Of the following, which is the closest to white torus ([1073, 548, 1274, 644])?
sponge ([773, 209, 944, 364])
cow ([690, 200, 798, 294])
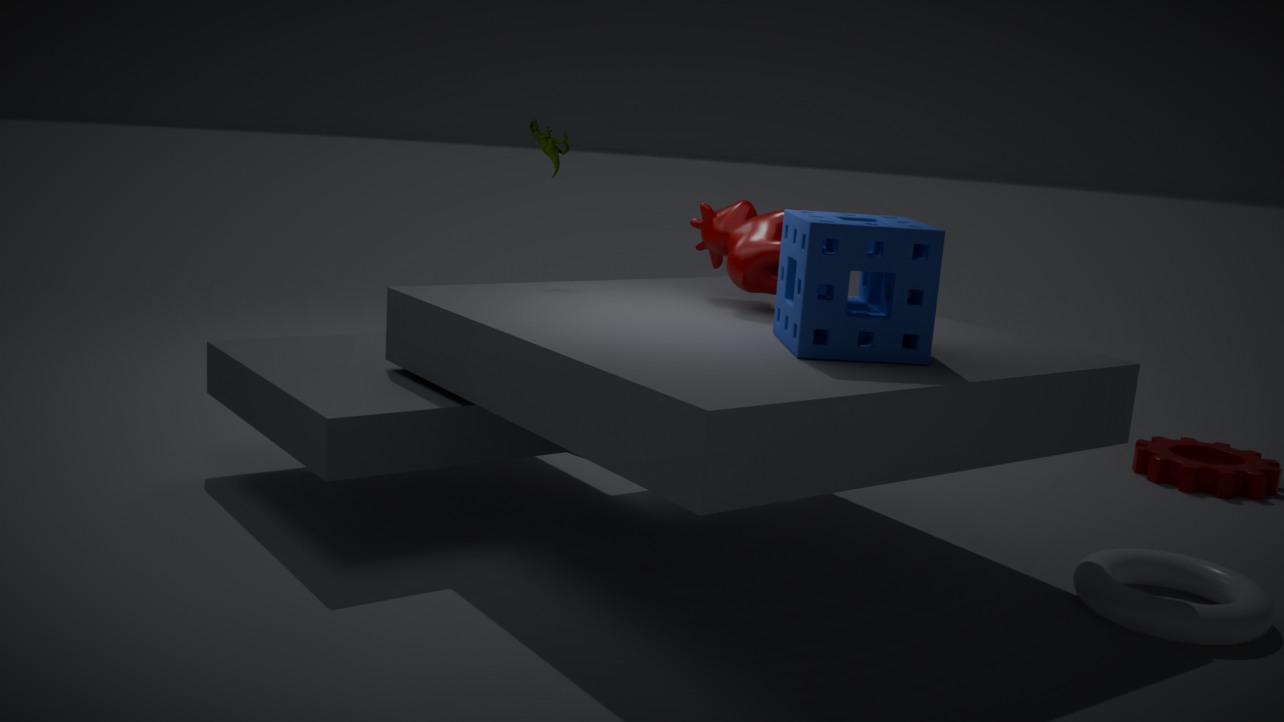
sponge ([773, 209, 944, 364])
